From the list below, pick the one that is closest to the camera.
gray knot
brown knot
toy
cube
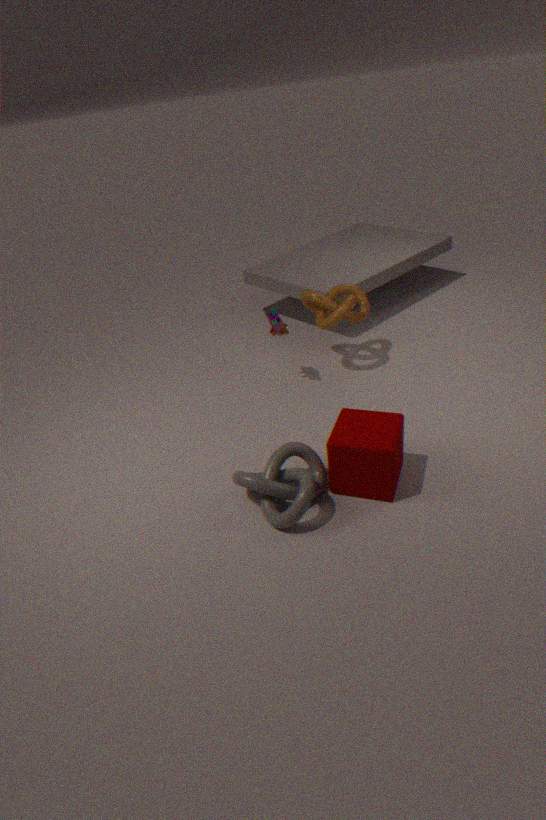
gray knot
